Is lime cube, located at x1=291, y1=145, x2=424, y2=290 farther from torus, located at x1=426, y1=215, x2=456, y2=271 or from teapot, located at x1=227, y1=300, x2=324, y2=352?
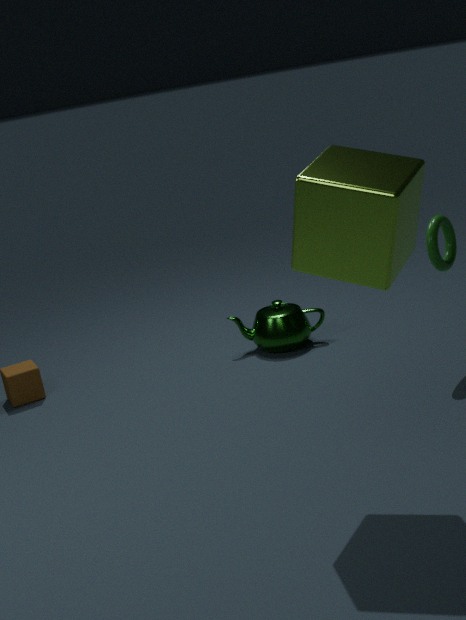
teapot, located at x1=227, y1=300, x2=324, y2=352
